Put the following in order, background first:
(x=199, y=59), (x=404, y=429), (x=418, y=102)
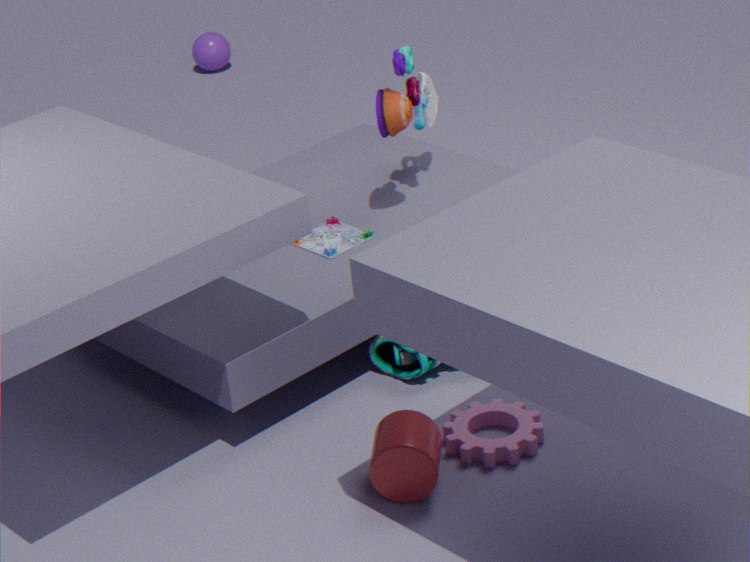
(x=199, y=59), (x=418, y=102), (x=404, y=429)
